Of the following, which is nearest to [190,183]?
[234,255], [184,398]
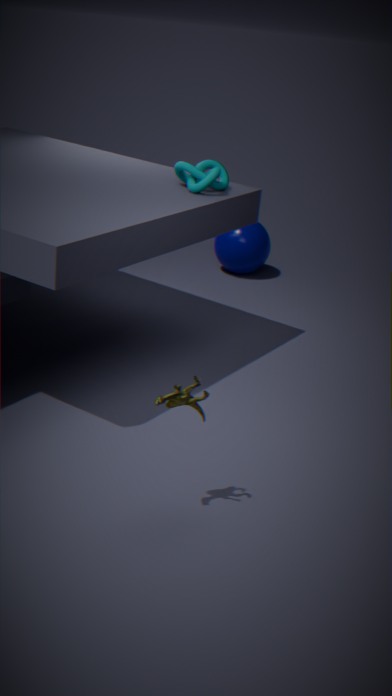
[234,255]
